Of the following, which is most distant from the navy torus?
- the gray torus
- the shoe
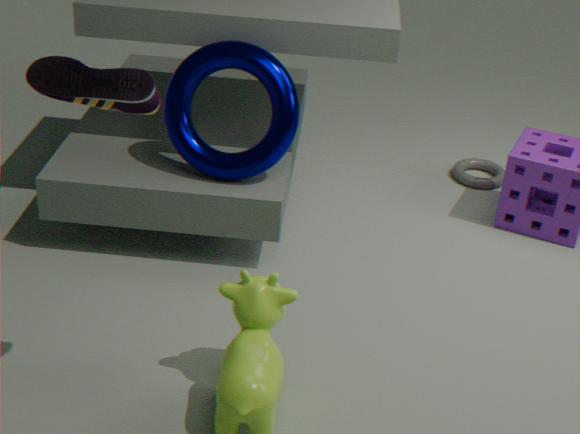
the gray torus
